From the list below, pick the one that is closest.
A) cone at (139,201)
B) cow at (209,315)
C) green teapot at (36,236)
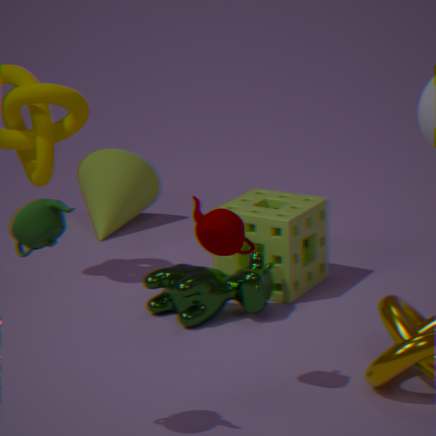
green teapot at (36,236)
